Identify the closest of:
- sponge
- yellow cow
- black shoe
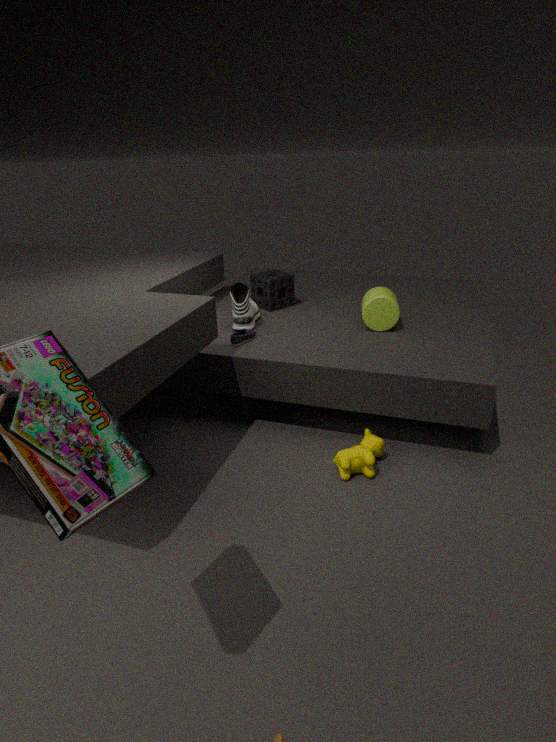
yellow cow
